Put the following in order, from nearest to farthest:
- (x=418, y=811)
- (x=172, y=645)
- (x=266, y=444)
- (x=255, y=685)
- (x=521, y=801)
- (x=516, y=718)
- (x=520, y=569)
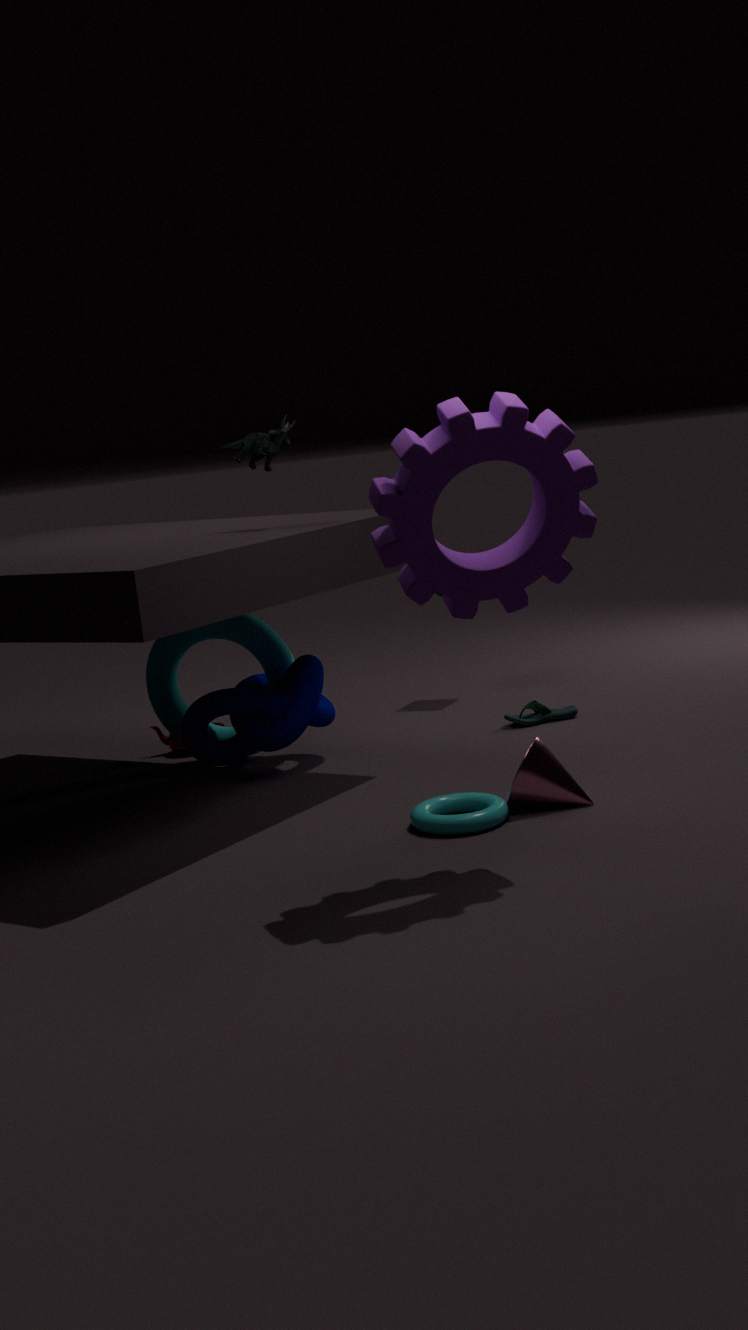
(x=520, y=569) → (x=418, y=811) → (x=521, y=801) → (x=266, y=444) → (x=172, y=645) → (x=255, y=685) → (x=516, y=718)
